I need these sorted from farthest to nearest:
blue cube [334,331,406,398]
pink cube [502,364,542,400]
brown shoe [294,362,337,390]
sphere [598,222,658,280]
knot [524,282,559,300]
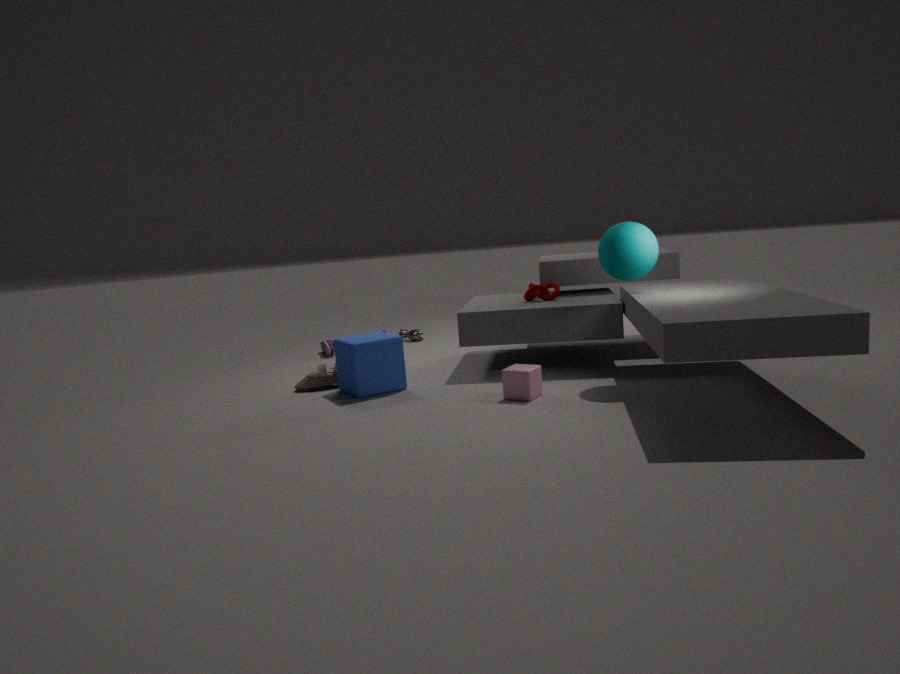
knot [524,282,559,300] < brown shoe [294,362,337,390] < blue cube [334,331,406,398] < sphere [598,222,658,280] < pink cube [502,364,542,400]
